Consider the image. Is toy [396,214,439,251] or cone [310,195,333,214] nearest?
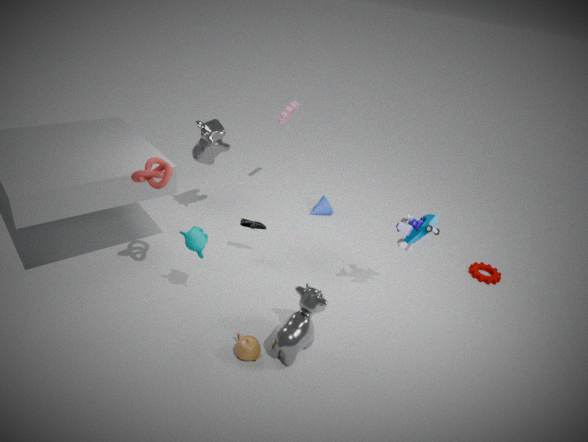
toy [396,214,439,251]
